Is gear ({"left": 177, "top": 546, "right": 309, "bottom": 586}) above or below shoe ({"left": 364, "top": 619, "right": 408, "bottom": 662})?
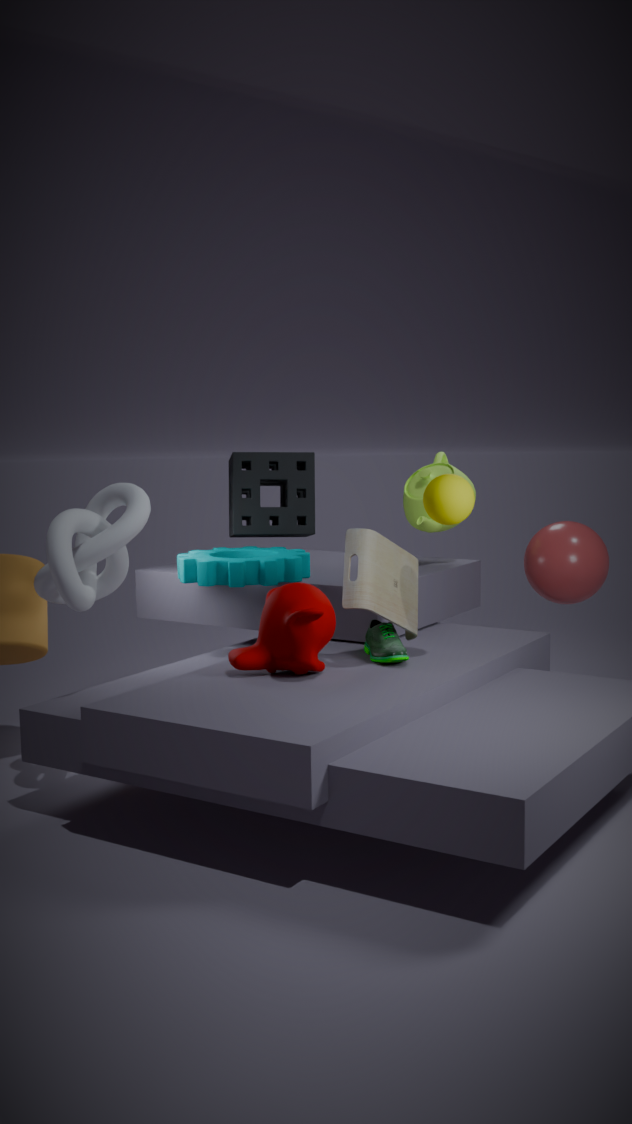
above
